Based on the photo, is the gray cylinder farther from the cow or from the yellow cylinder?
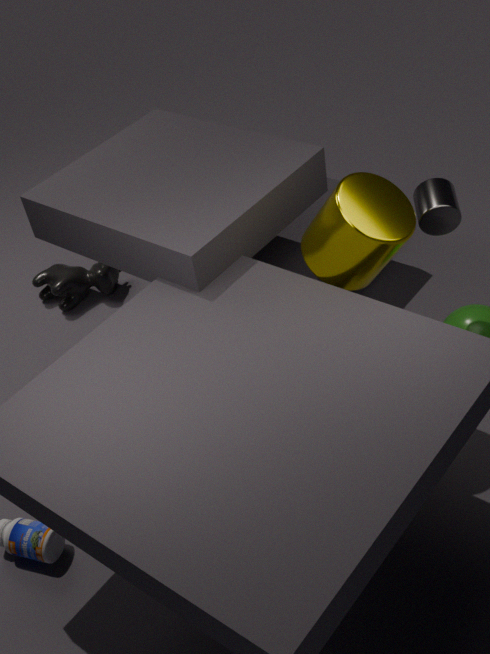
the cow
